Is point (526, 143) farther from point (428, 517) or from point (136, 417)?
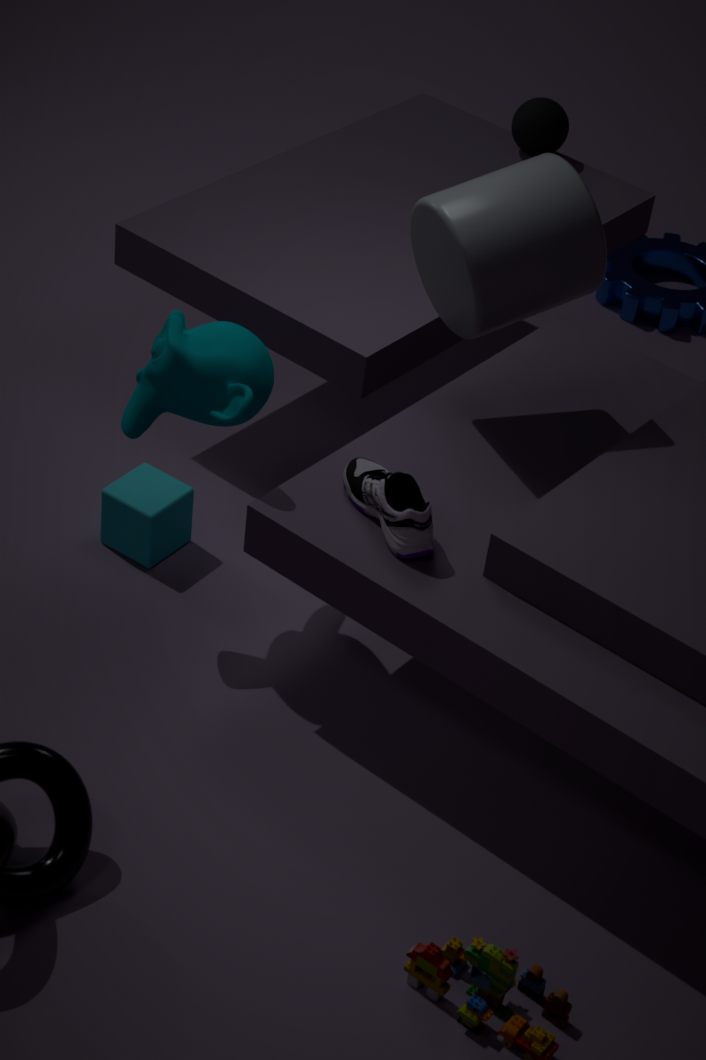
point (428, 517)
